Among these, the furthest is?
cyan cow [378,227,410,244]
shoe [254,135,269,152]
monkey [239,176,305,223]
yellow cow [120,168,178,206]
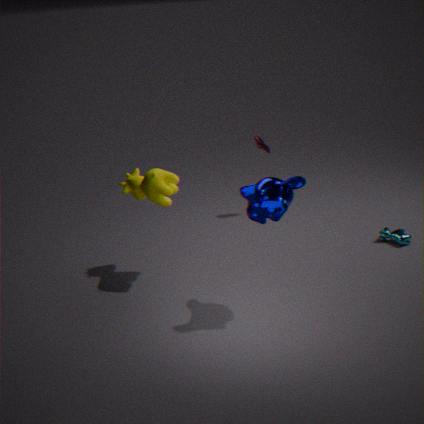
shoe [254,135,269,152]
